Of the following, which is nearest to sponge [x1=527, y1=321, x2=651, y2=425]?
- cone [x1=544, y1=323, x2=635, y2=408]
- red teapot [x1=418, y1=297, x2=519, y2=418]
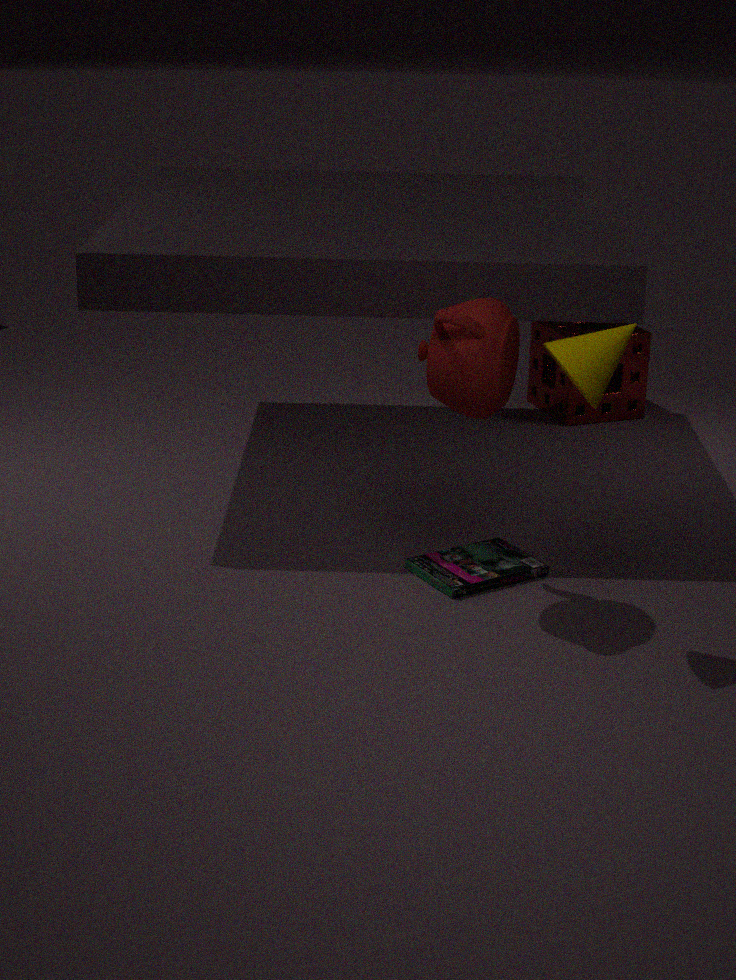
red teapot [x1=418, y1=297, x2=519, y2=418]
